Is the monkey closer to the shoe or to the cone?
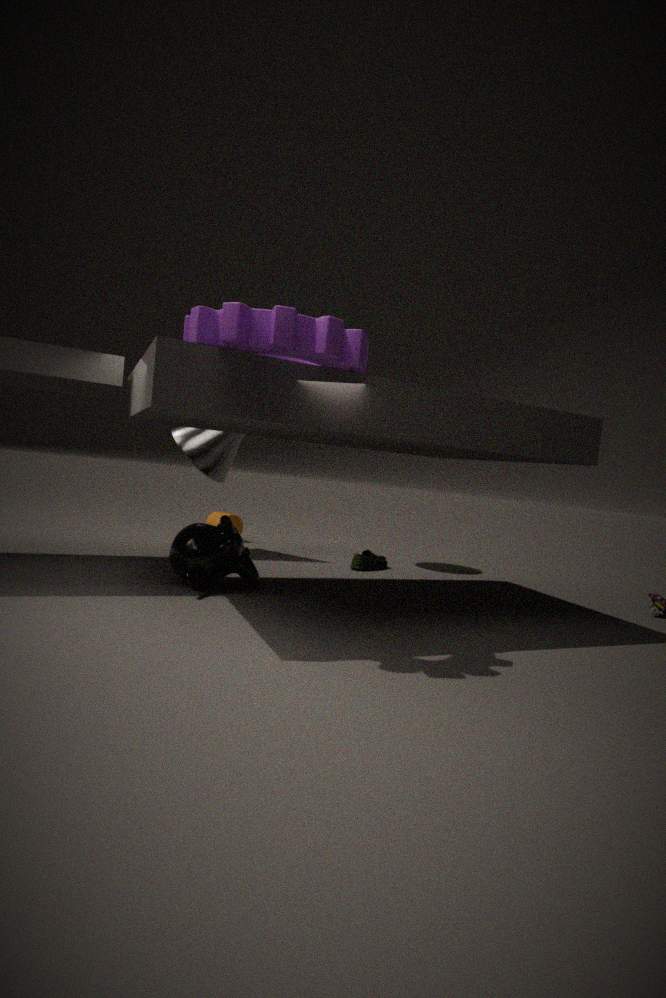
the cone
